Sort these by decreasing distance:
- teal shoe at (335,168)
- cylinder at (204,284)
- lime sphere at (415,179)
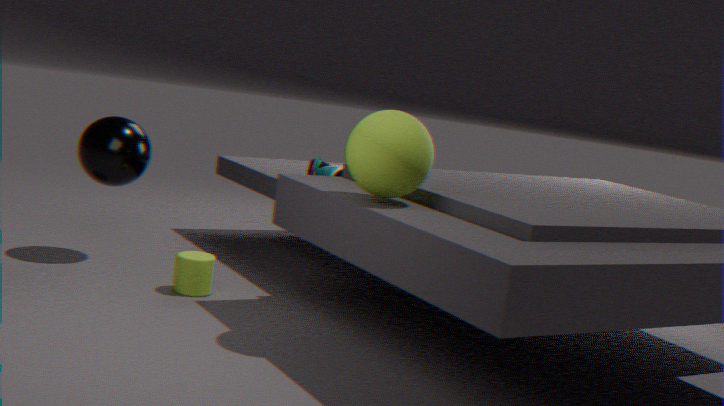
teal shoe at (335,168)
cylinder at (204,284)
lime sphere at (415,179)
